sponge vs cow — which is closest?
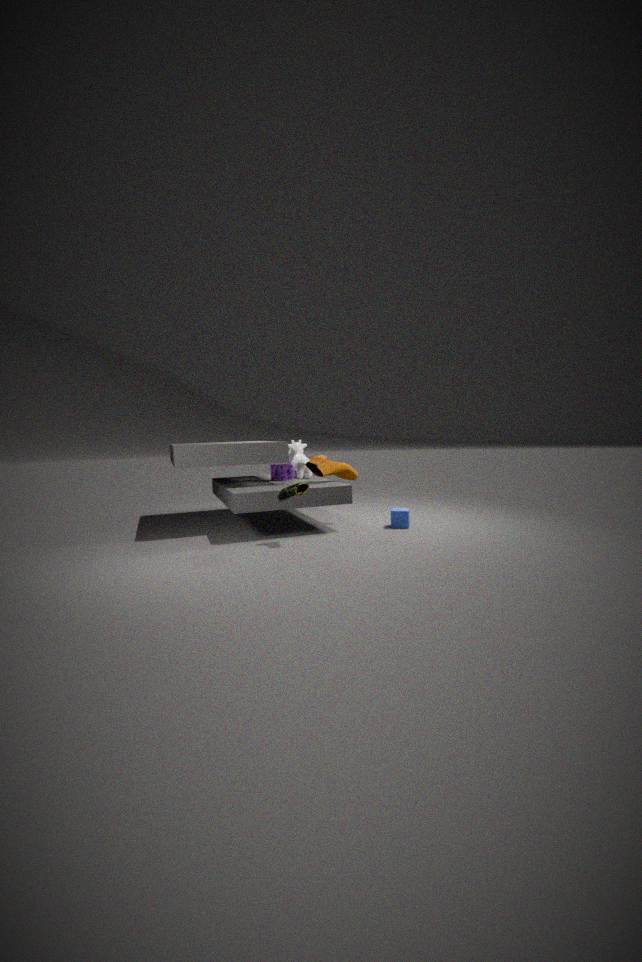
sponge
